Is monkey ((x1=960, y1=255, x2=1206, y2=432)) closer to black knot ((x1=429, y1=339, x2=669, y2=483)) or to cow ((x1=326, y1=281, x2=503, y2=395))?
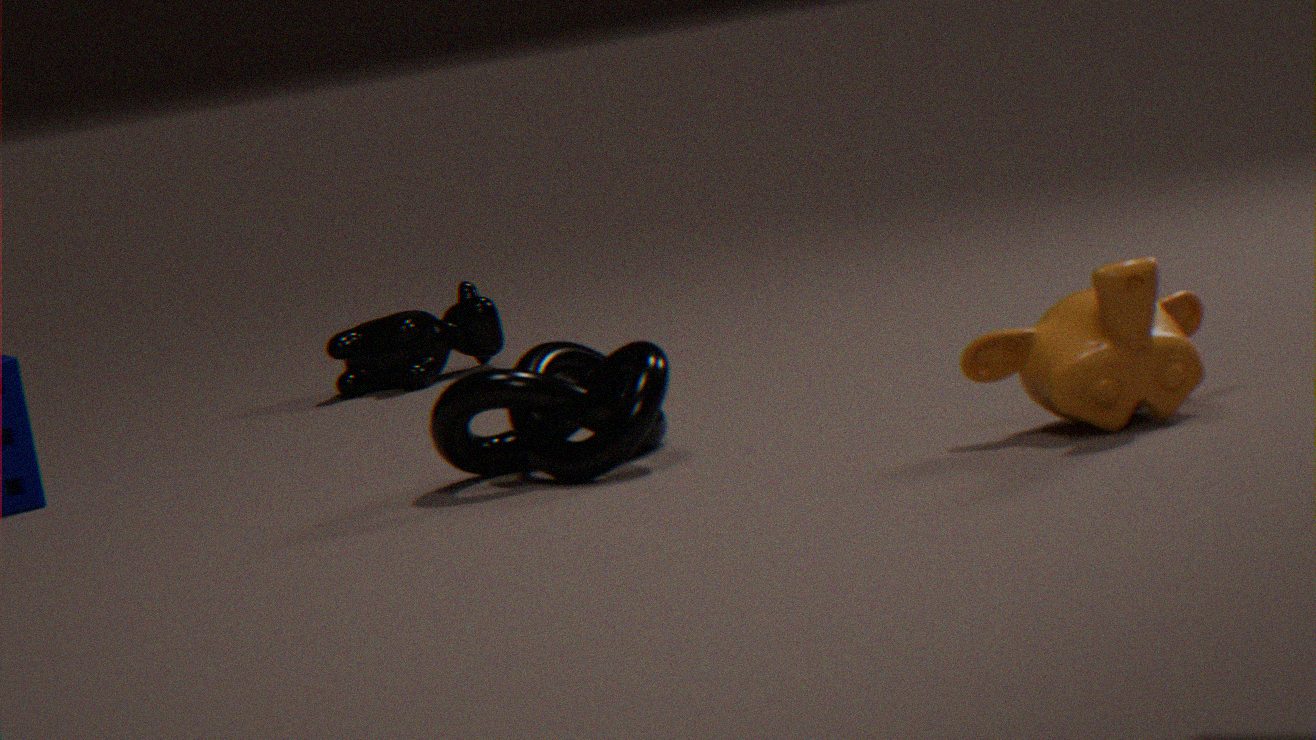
black knot ((x1=429, y1=339, x2=669, y2=483))
